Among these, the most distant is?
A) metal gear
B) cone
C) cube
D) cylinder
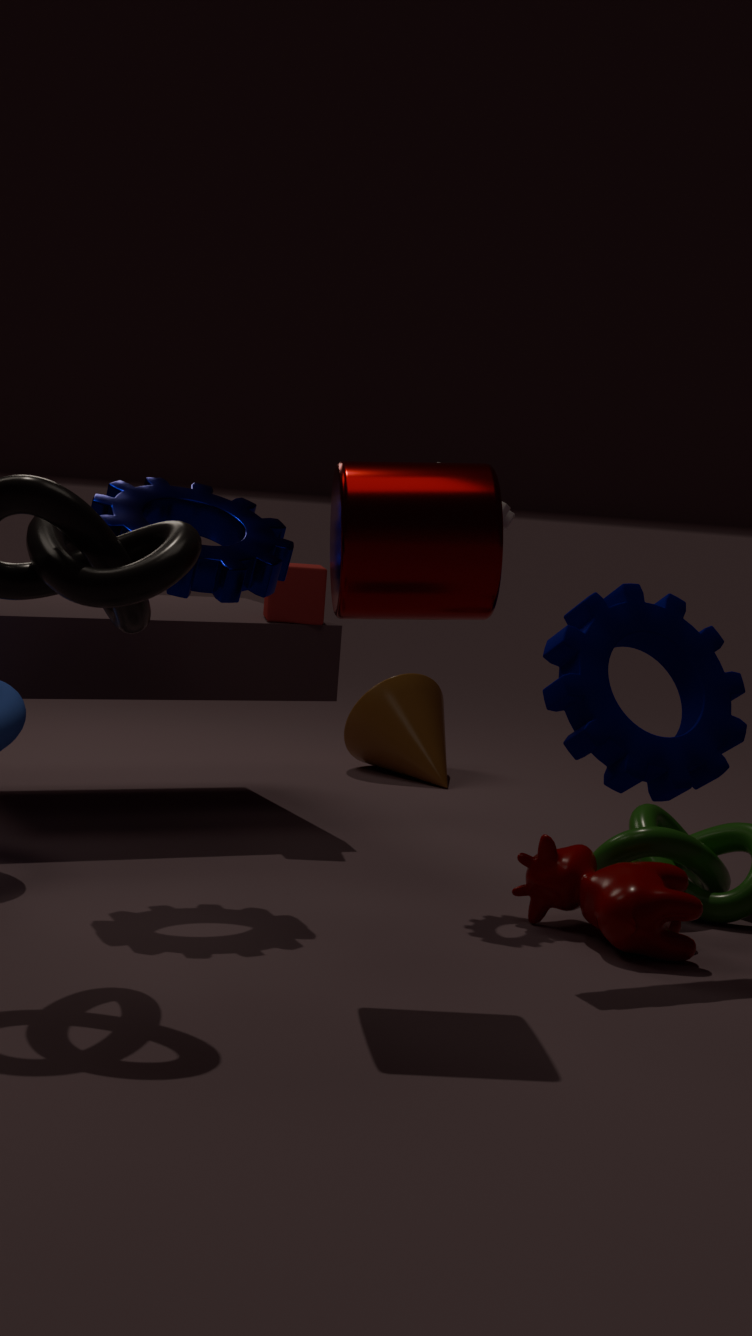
cone
